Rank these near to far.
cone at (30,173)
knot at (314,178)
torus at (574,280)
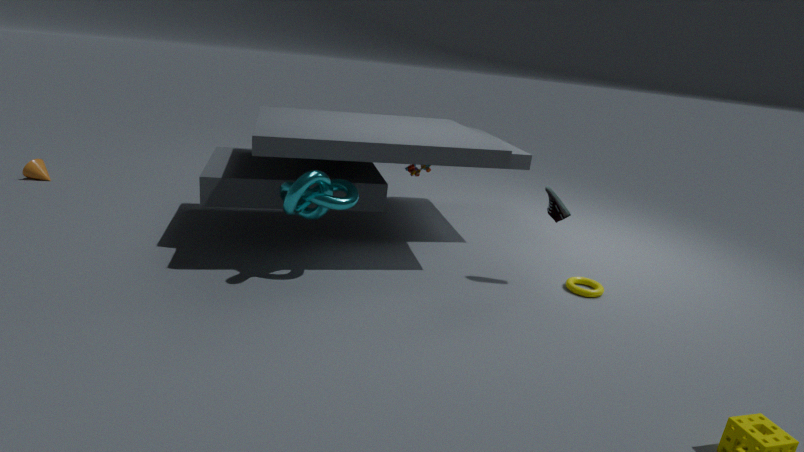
knot at (314,178) → torus at (574,280) → cone at (30,173)
